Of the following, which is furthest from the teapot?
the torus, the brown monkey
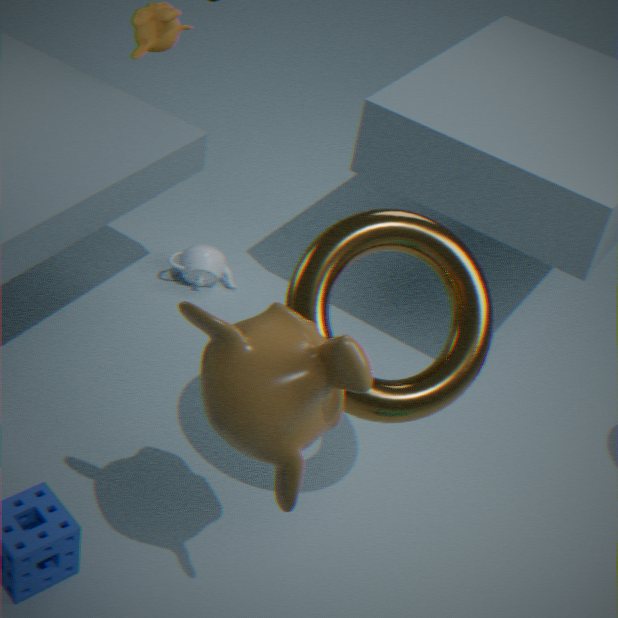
the brown monkey
